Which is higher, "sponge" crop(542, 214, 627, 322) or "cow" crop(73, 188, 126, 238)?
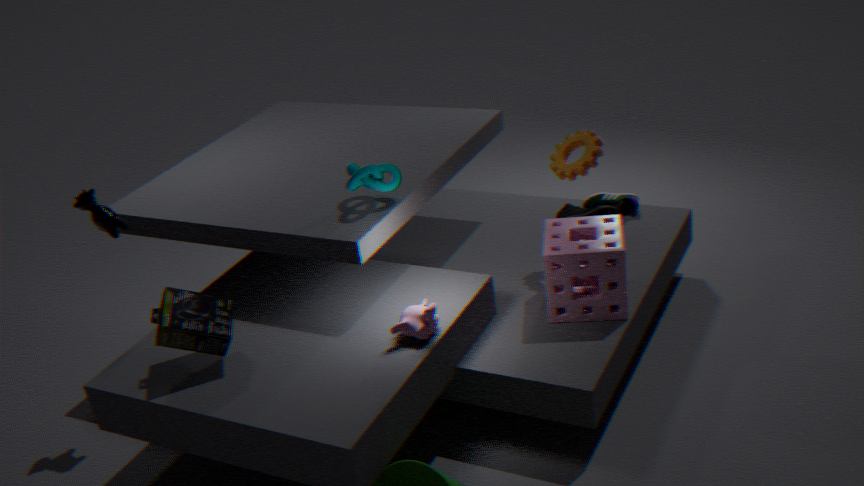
"cow" crop(73, 188, 126, 238)
